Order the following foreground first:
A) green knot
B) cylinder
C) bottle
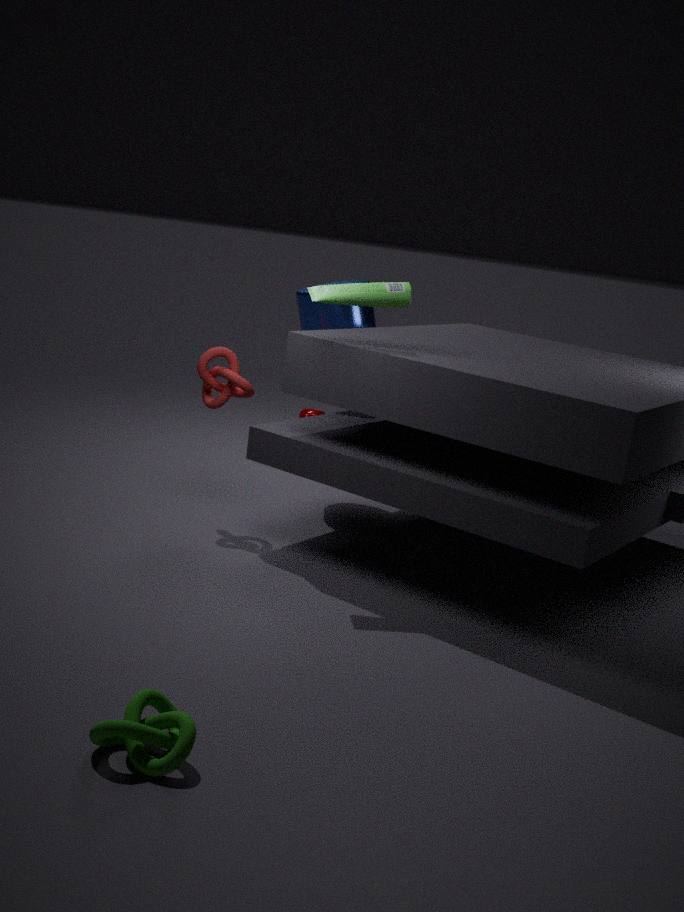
1. green knot
2. bottle
3. cylinder
